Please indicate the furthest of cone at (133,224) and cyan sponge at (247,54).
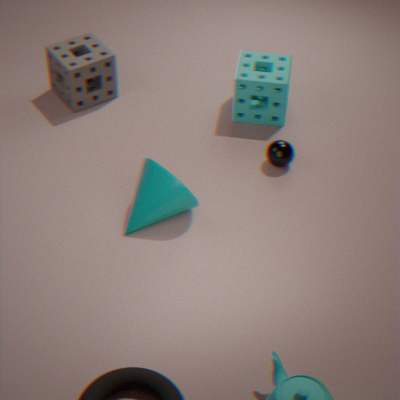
cyan sponge at (247,54)
